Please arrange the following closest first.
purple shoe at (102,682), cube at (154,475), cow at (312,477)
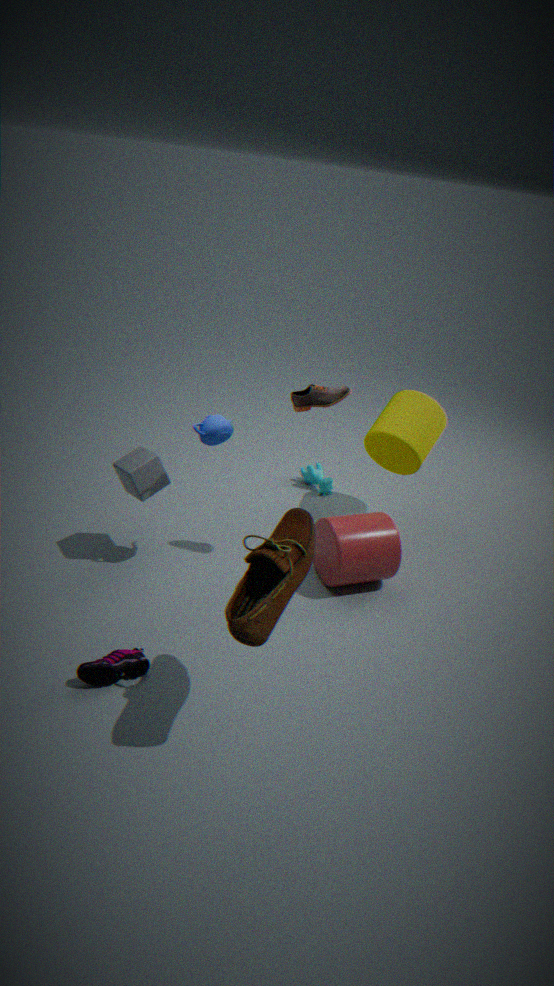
1. purple shoe at (102,682)
2. cube at (154,475)
3. cow at (312,477)
